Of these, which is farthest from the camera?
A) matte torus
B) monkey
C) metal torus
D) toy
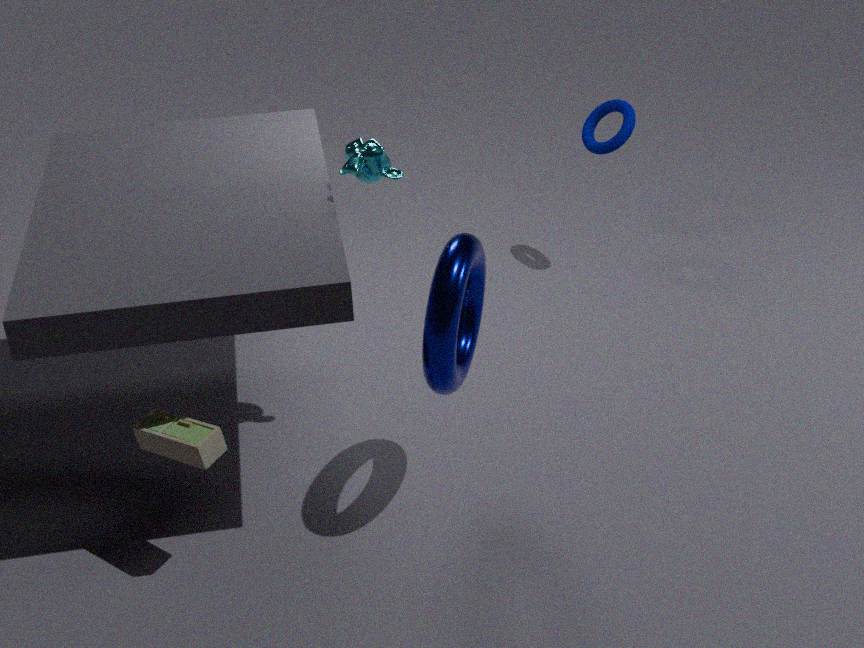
matte torus
